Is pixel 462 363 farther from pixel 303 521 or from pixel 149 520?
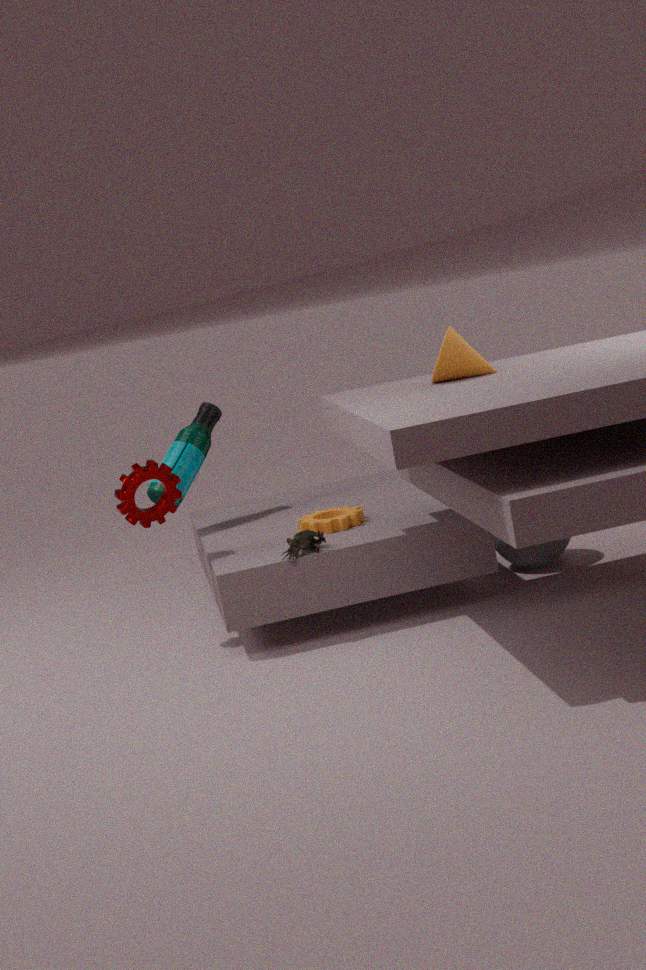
pixel 149 520
